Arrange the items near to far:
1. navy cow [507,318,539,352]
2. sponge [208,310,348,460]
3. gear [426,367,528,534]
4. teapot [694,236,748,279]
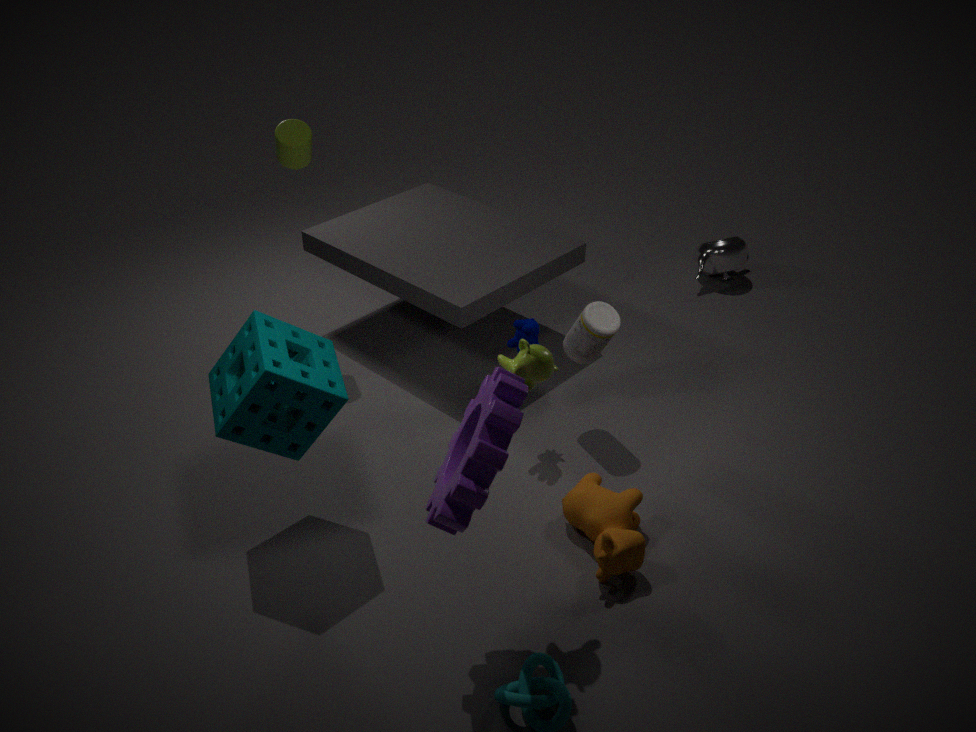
gear [426,367,528,534]
sponge [208,310,348,460]
navy cow [507,318,539,352]
teapot [694,236,748,279]
